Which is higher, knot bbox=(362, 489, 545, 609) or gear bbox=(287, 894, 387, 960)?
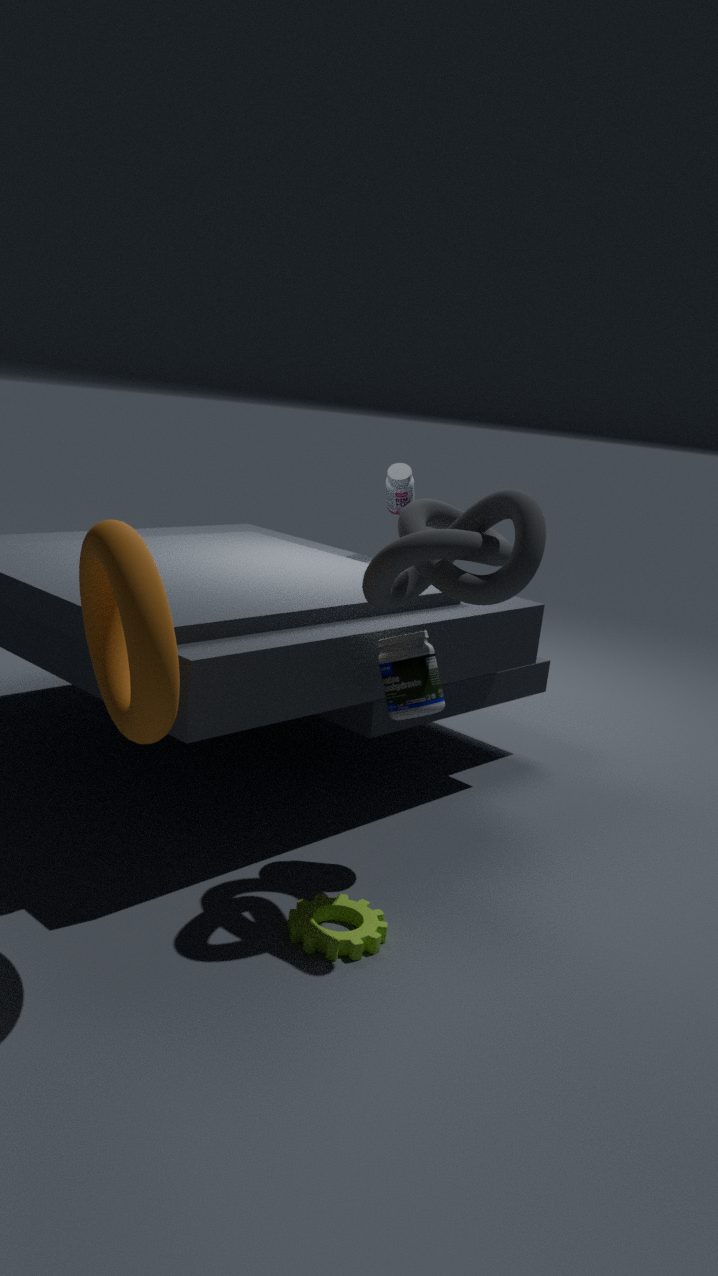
knot bbox=(362, 489, 545, 609)
